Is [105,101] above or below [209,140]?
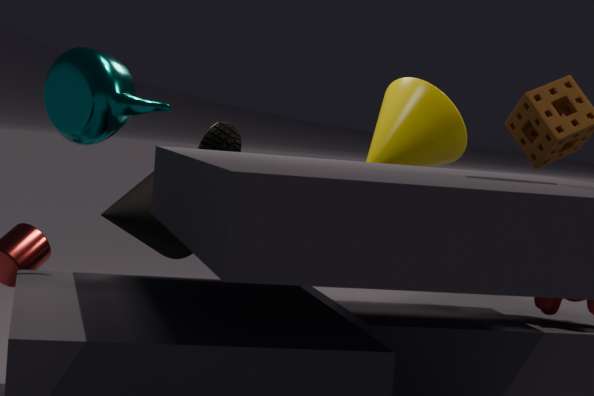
above
